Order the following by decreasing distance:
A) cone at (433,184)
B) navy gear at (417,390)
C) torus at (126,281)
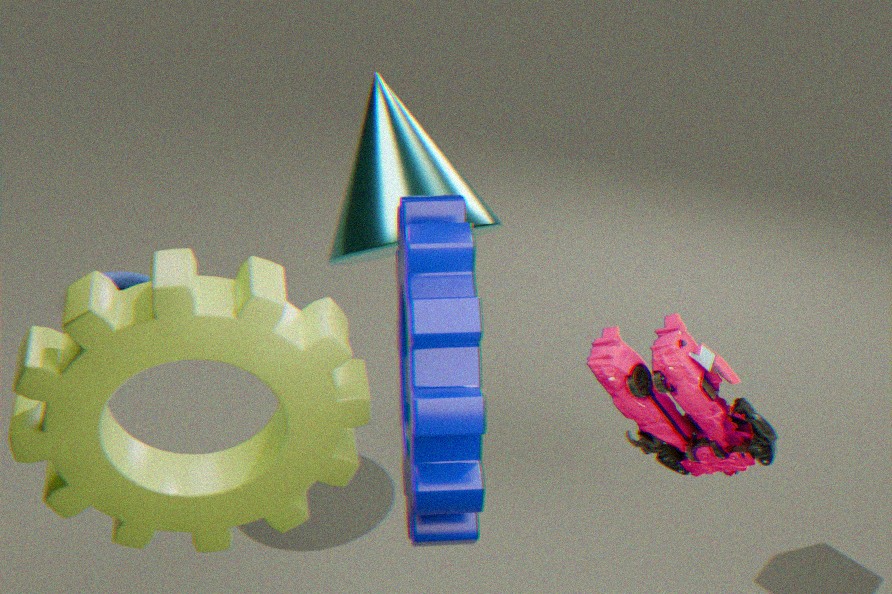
torus at (126,281) → cone at (433,184) → navy gear at (417,390)
